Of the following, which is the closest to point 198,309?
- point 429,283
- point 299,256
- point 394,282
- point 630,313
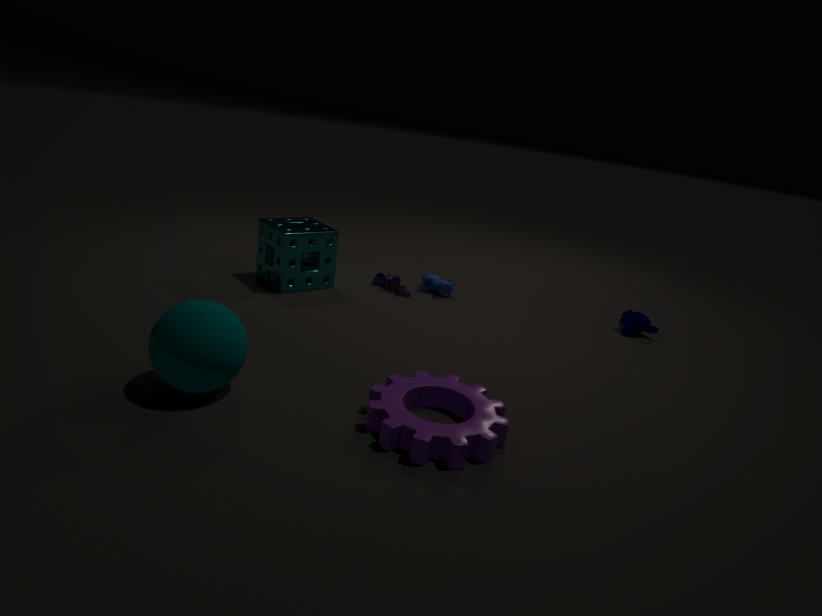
point 299,256
